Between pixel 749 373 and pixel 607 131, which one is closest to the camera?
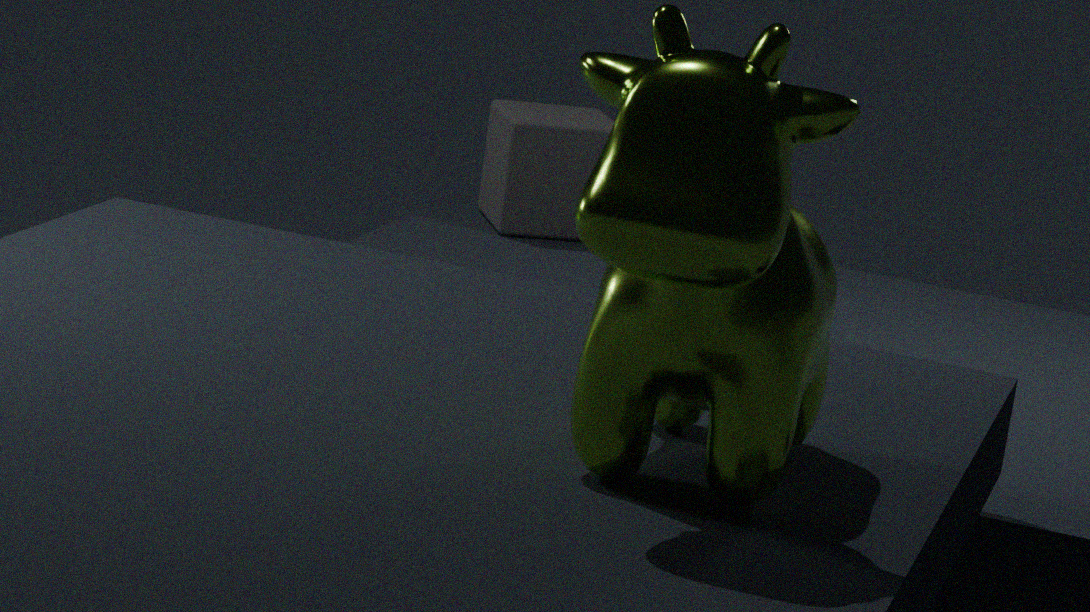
pixel 749 373
